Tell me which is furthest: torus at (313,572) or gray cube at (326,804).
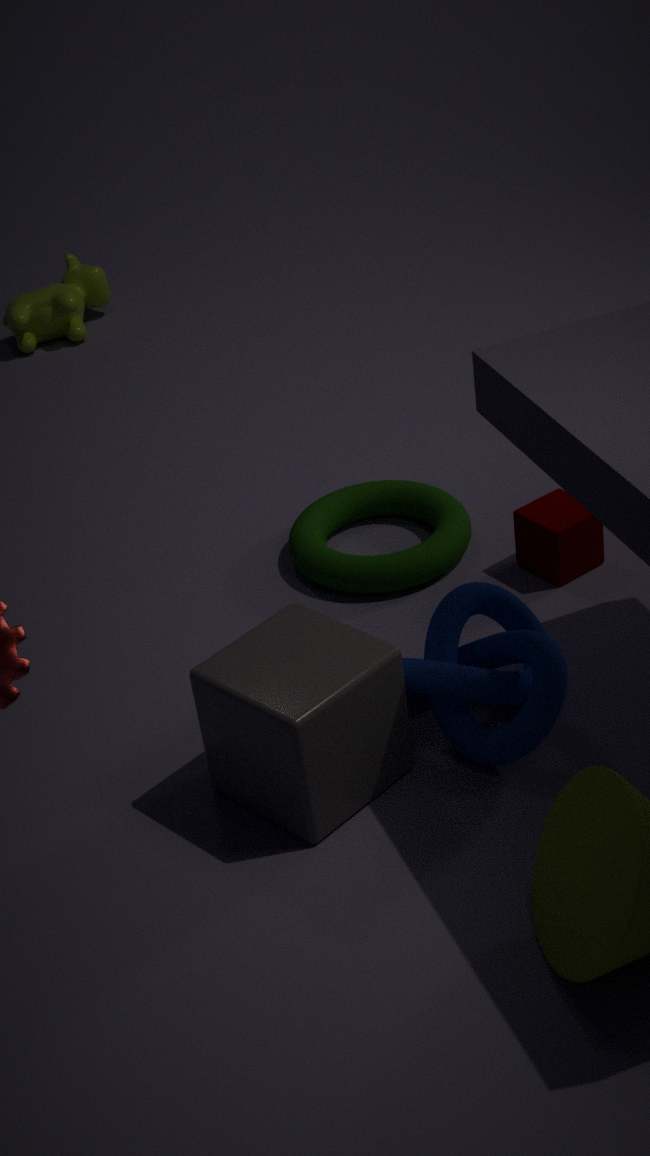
torus at (313,572)
